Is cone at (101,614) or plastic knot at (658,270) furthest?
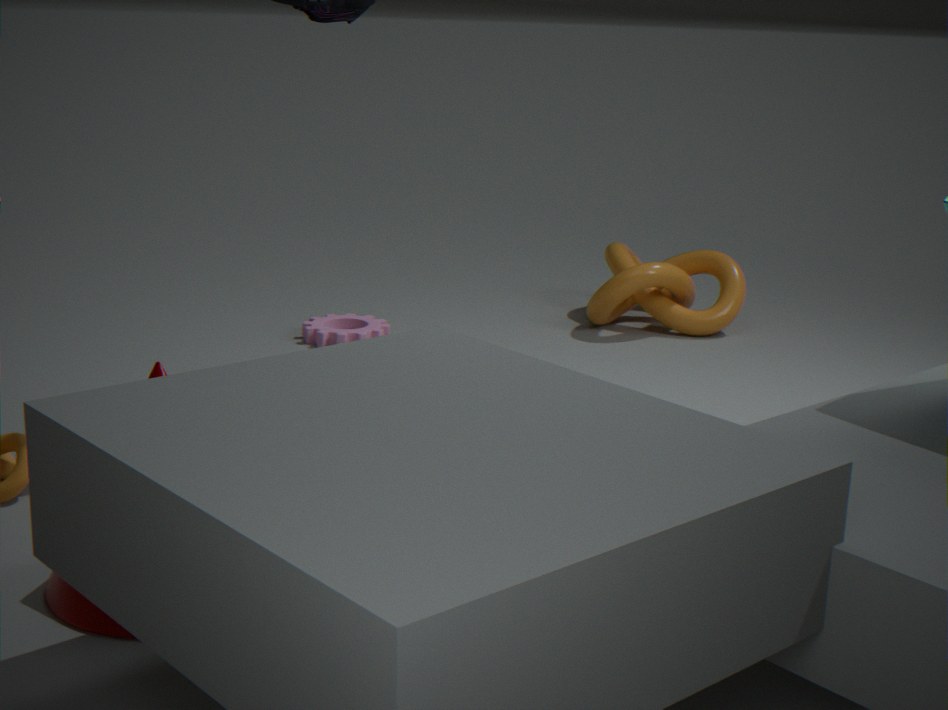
plastic knot at (658,270)
